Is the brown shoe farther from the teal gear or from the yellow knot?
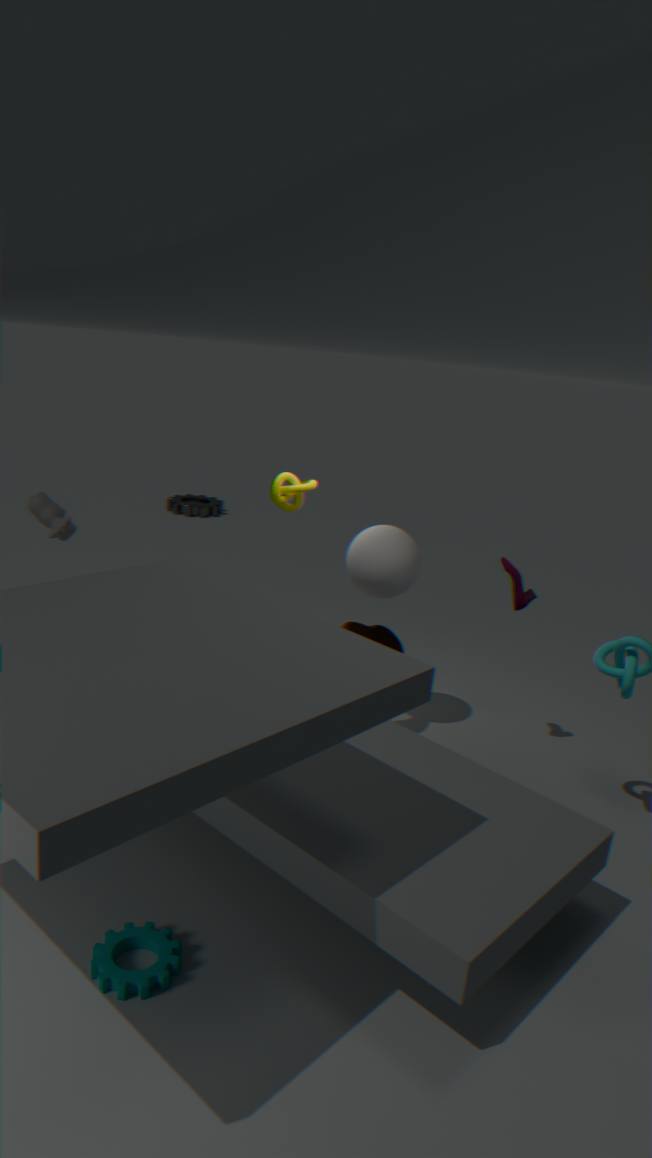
the teal gear
